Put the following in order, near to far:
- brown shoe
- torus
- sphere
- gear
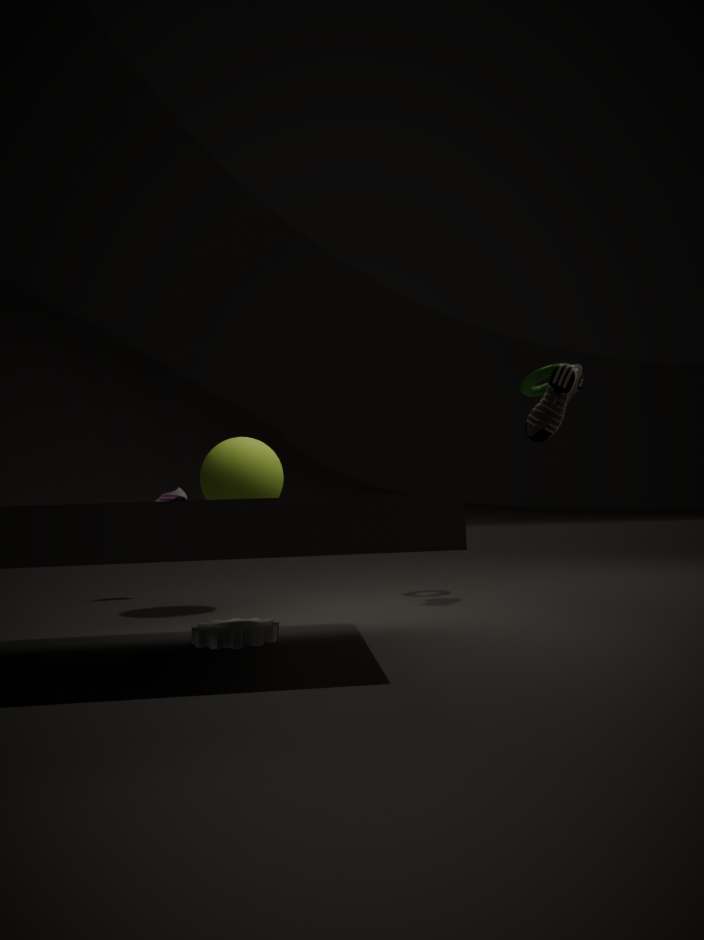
gear, sphere, brown shoe, torus
